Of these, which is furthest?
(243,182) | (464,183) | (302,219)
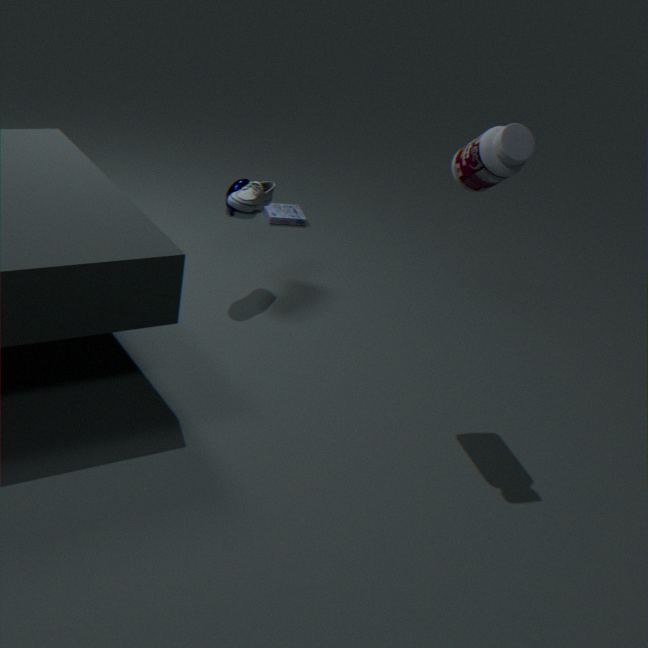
(302,219)
